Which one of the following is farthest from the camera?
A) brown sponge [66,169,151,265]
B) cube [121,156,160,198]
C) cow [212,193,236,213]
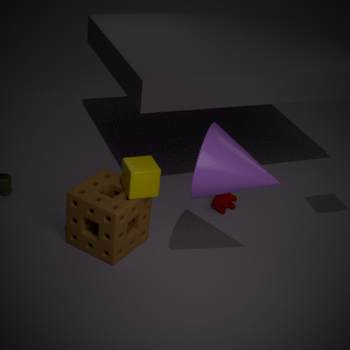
cow [212,193,236,213]
